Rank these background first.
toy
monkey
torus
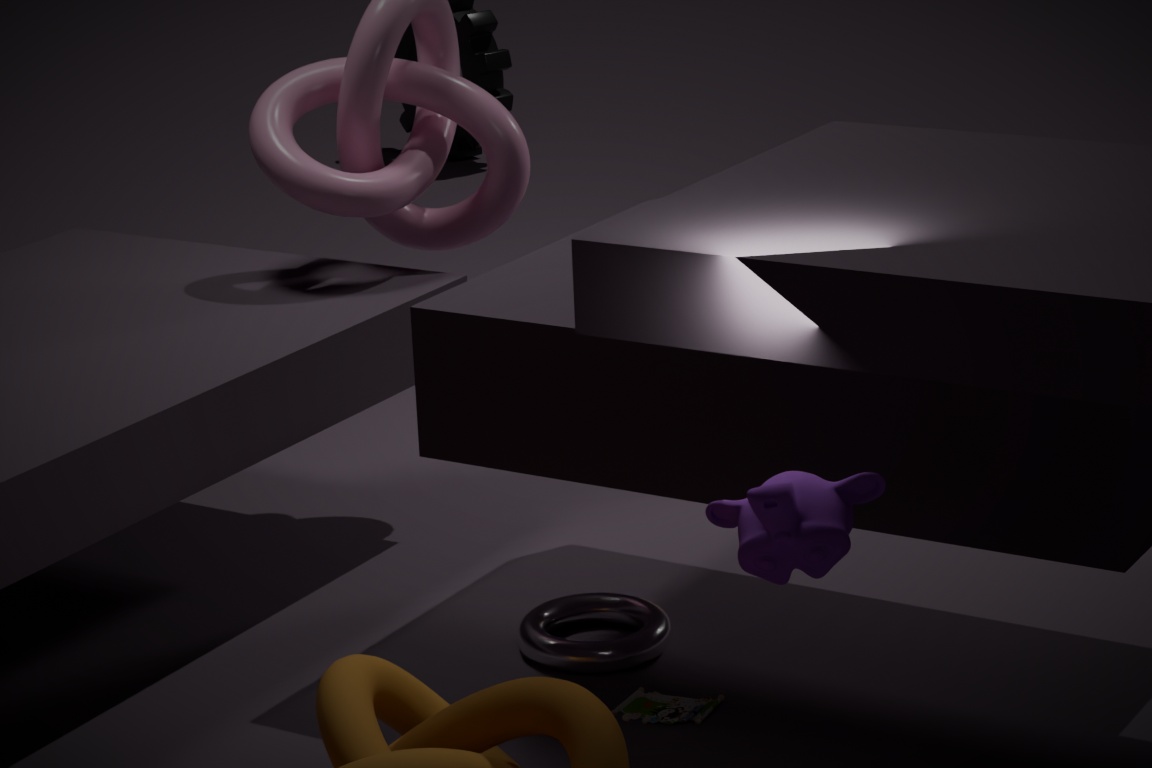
1. torus
2. toy
3. monkey
